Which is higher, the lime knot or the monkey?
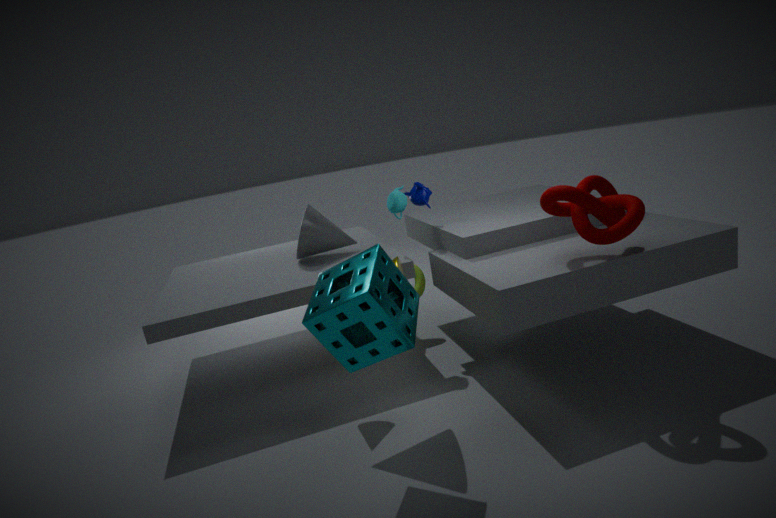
the monkey
